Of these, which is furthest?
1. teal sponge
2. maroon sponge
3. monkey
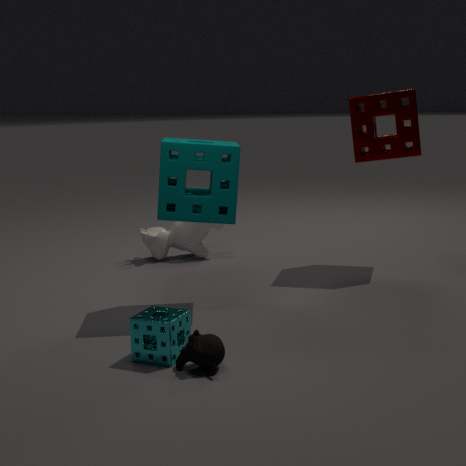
maroon sponge
